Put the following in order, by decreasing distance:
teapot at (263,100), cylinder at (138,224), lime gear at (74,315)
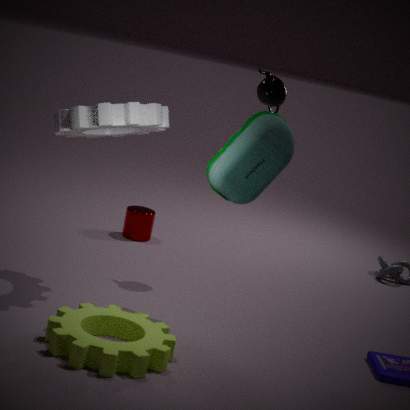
1. cylinder at (138,224)
2. teapot at (263,100)
3. lime gear at (74,315)
